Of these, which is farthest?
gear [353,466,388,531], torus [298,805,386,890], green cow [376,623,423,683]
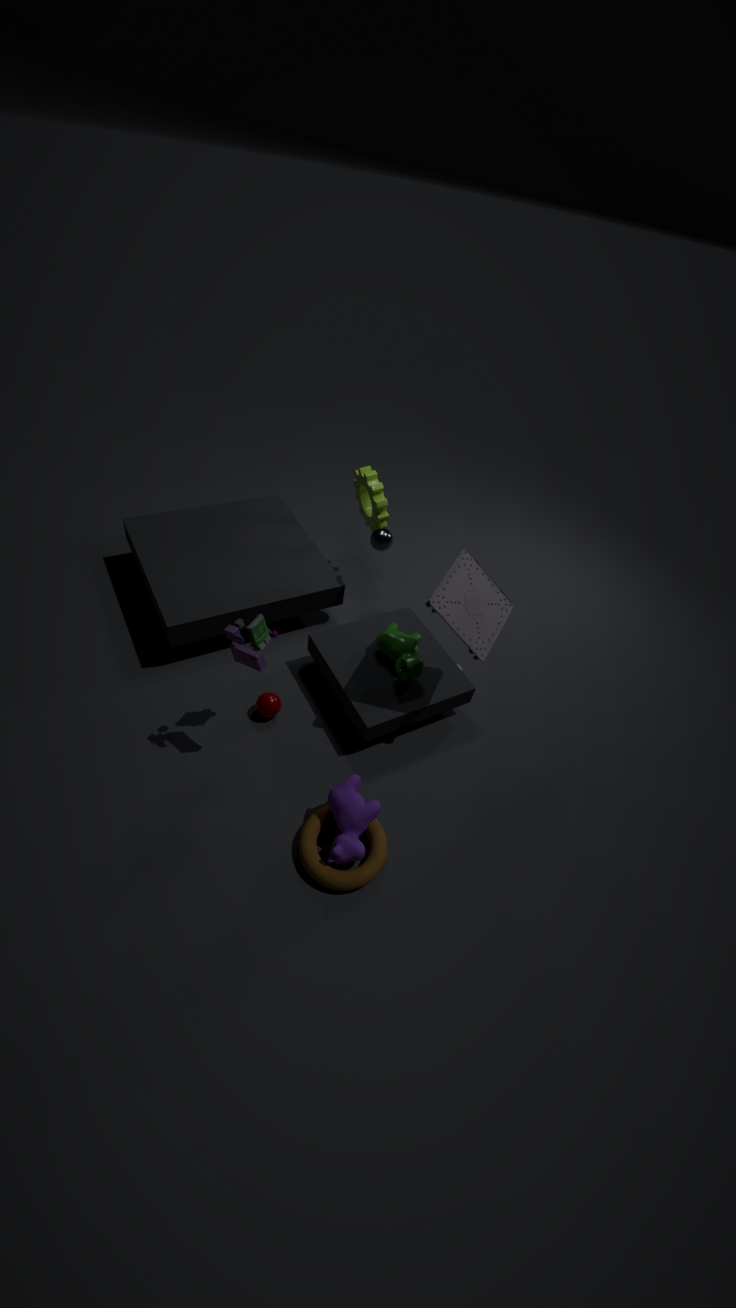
gear [353,466,388,531]
